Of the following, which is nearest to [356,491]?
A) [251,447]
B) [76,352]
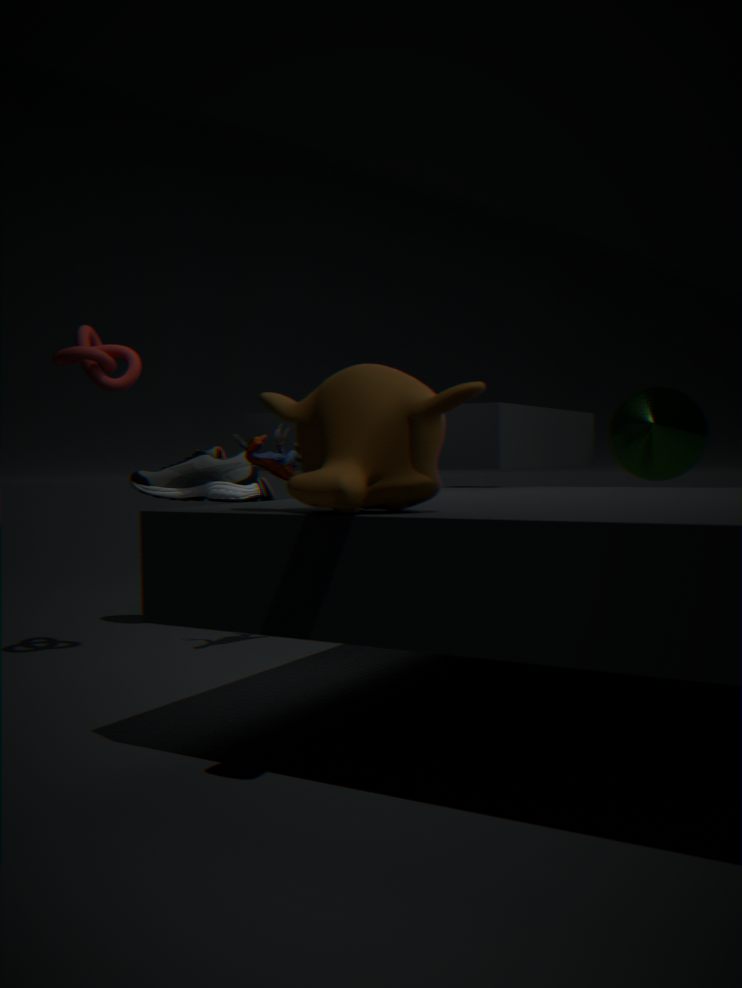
[251,447]
